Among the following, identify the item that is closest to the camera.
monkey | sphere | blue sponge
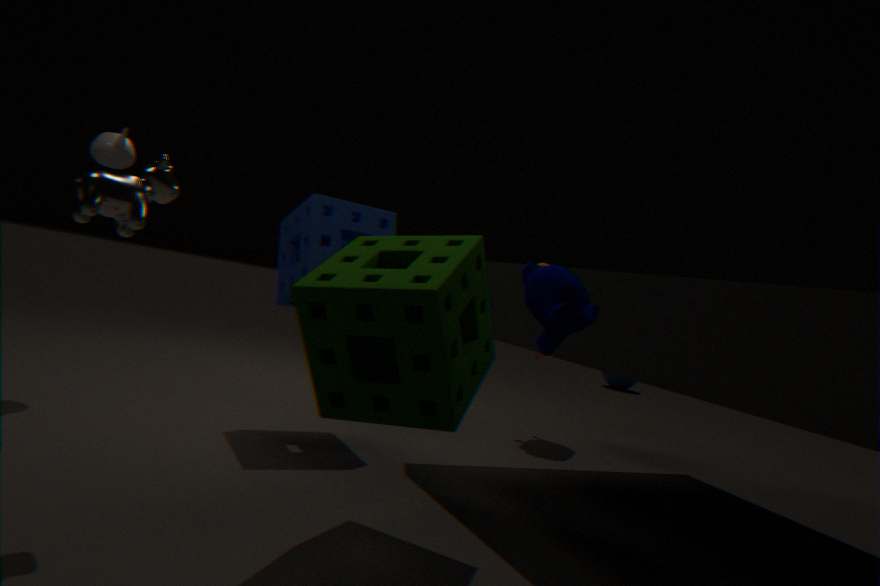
monkey
